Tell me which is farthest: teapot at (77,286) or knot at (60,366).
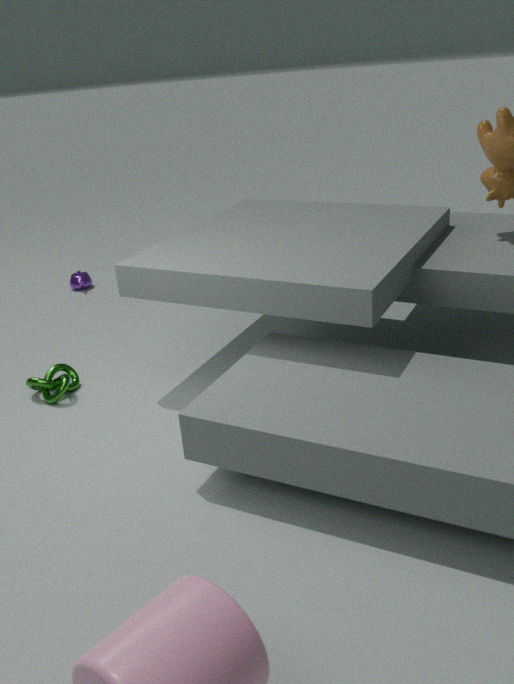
teapot at (77,286)
